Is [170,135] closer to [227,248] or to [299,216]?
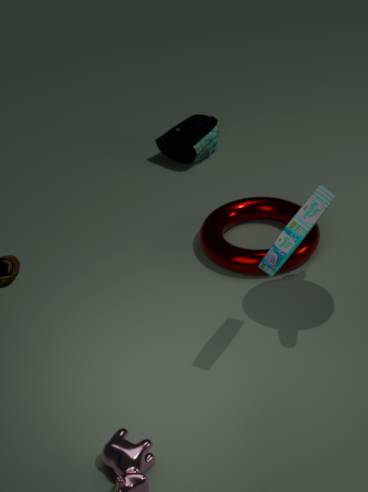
[227,248]
